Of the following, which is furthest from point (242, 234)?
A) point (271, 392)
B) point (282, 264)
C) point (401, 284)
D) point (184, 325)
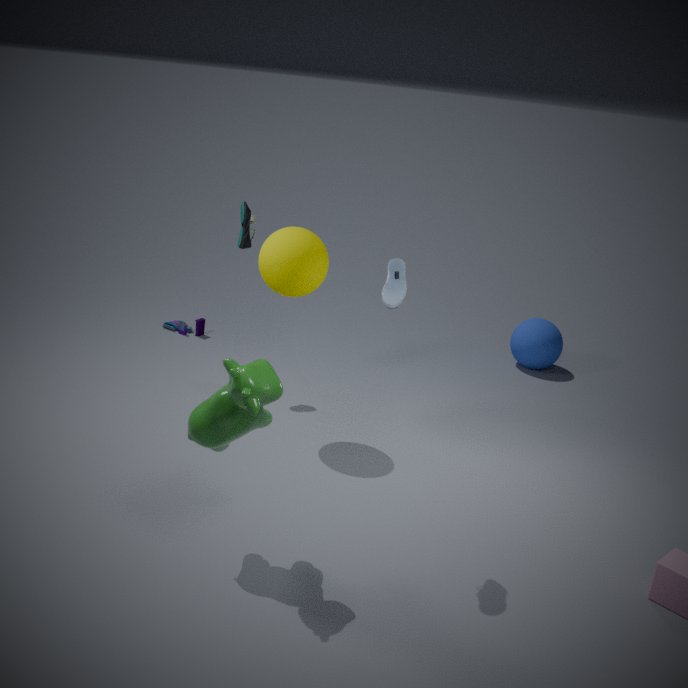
point (271, 392)
